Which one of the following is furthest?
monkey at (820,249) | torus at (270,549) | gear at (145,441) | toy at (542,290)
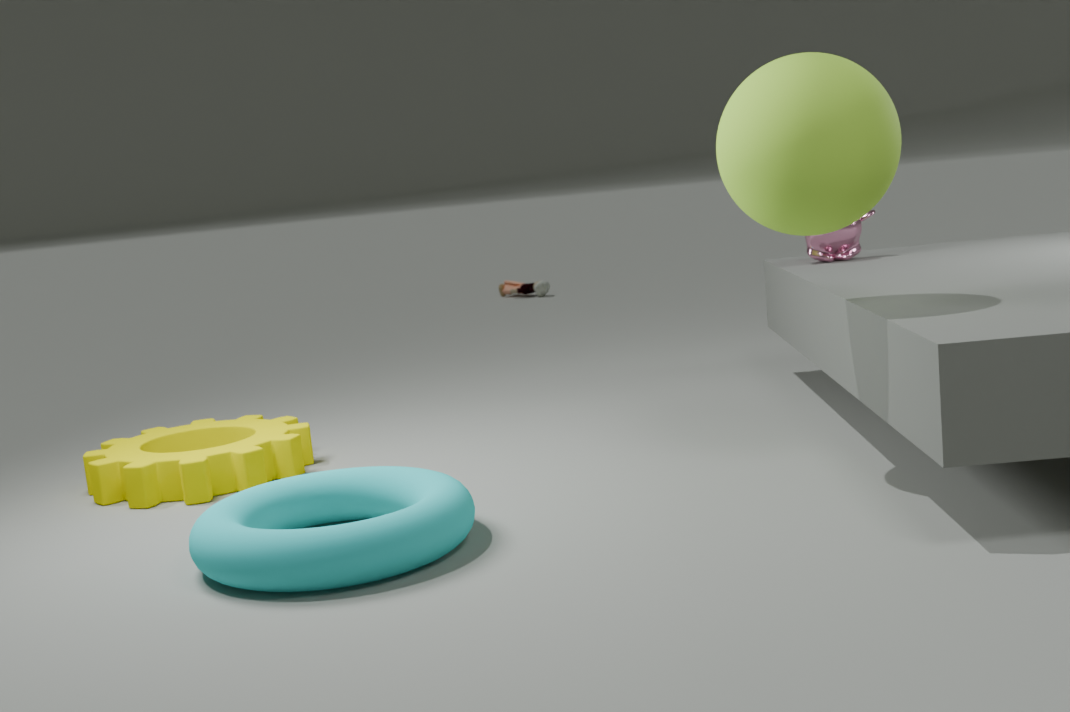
toy at (542,290)
